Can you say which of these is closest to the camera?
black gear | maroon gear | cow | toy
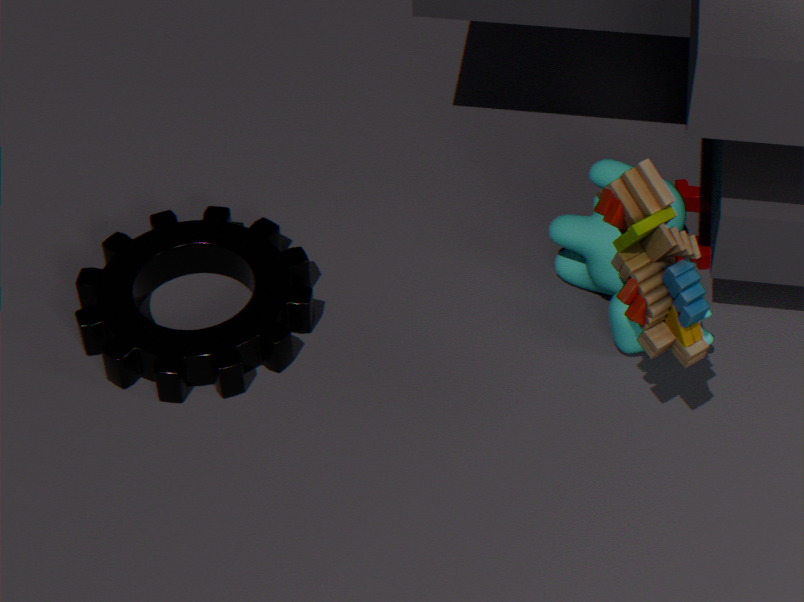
toy
